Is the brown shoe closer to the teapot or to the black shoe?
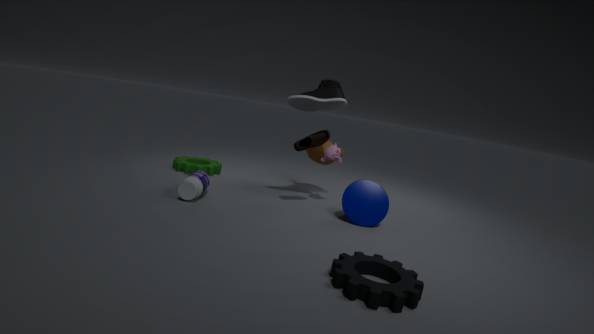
the black shoe
